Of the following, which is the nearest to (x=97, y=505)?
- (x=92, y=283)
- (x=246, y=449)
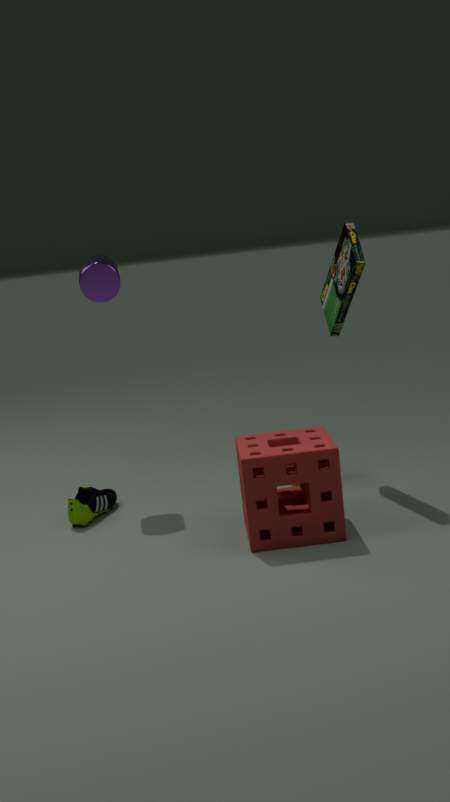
(x=246, y=449)
